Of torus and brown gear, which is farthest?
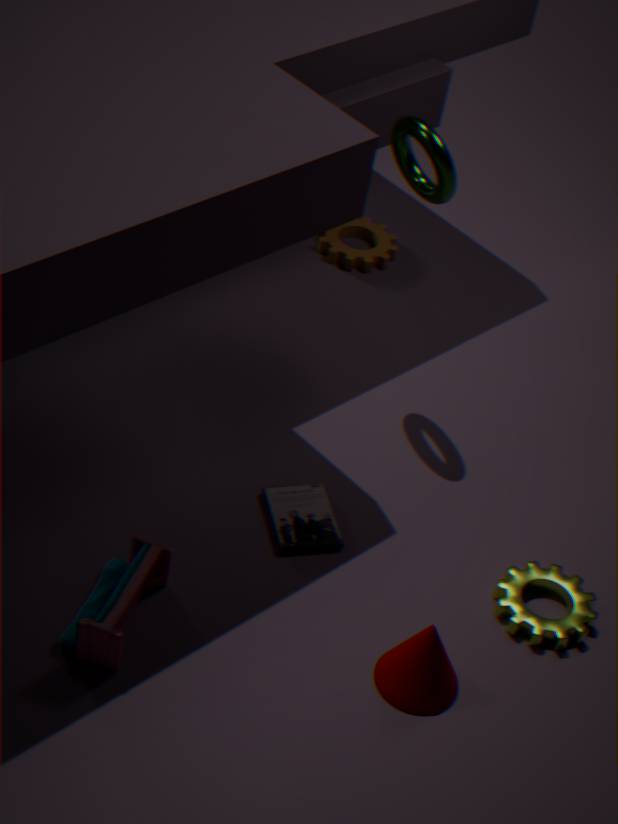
brown gear
